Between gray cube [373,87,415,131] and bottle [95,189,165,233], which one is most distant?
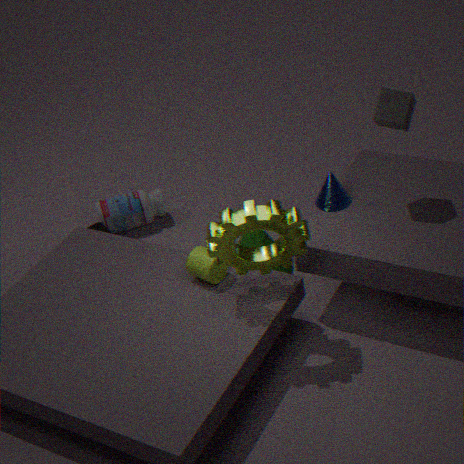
bottle [95,189,165,233]
